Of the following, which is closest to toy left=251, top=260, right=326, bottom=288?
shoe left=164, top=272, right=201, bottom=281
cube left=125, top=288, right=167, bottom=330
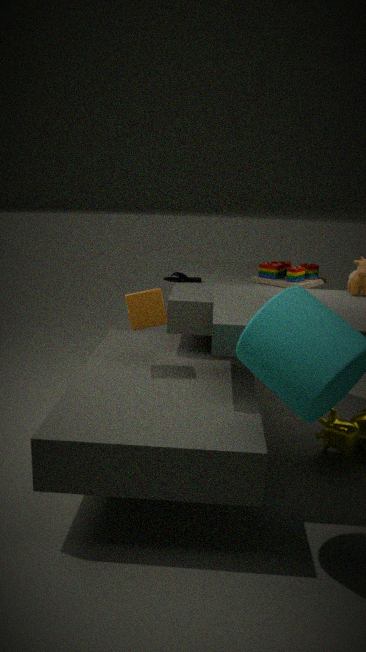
shoe left=164, top=272, right=201, bottom=281
